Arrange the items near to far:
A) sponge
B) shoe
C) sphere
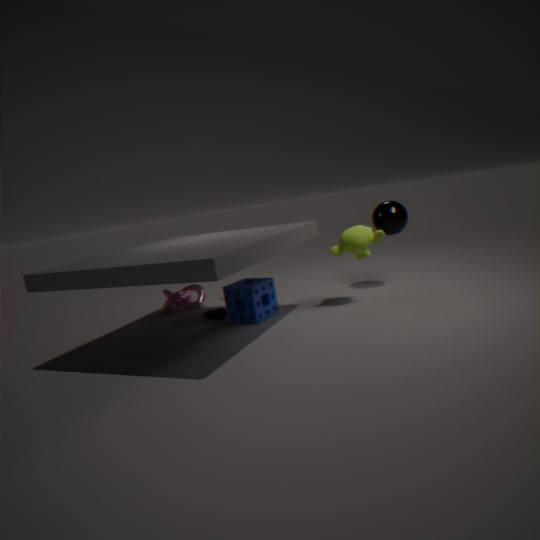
sponge
sphere
shoe
